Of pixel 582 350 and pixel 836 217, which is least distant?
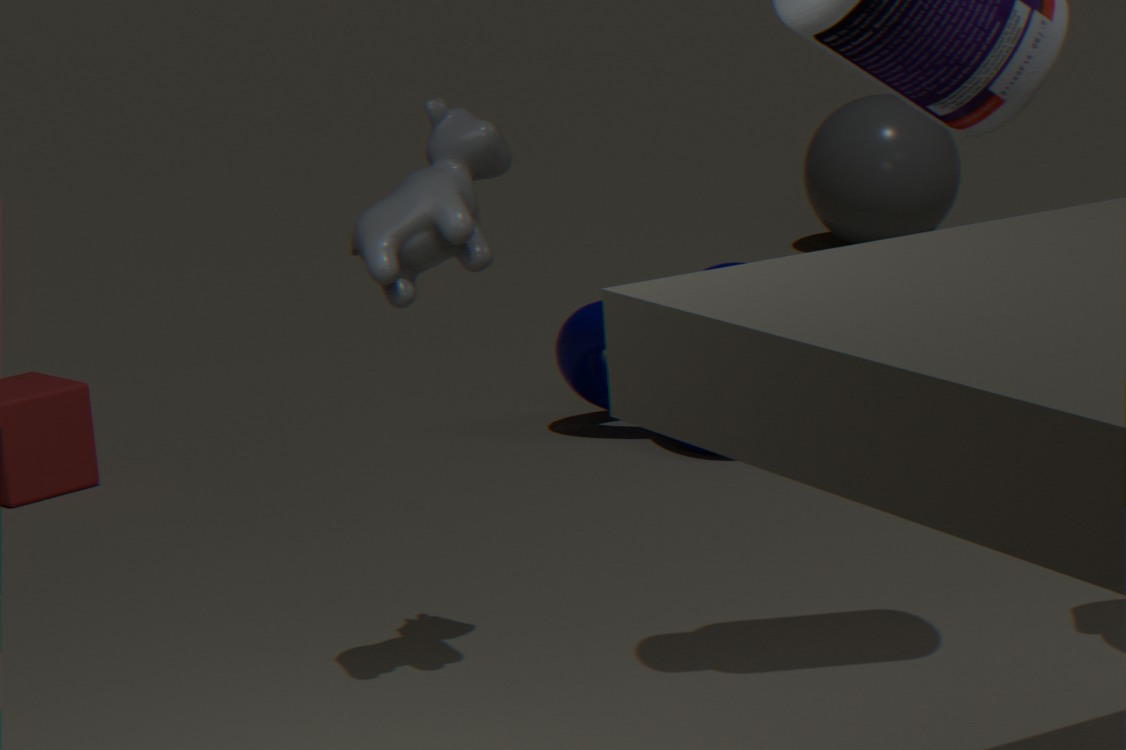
pixel 582 350
